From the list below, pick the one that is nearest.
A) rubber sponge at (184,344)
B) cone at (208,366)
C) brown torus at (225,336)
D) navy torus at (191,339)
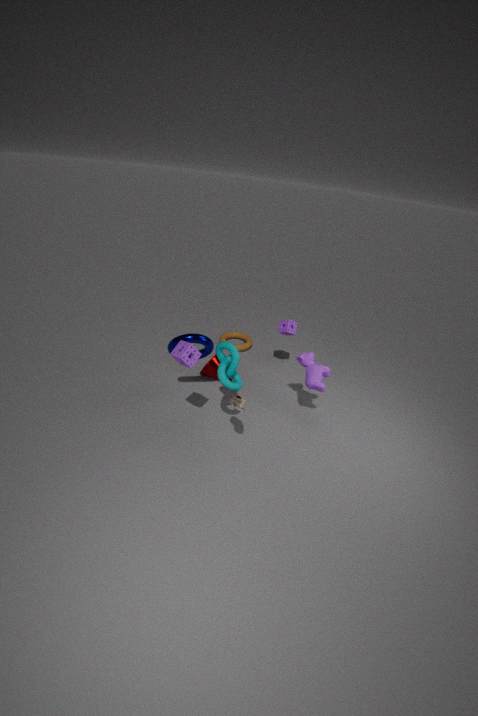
rubber sponge at (184,344)
